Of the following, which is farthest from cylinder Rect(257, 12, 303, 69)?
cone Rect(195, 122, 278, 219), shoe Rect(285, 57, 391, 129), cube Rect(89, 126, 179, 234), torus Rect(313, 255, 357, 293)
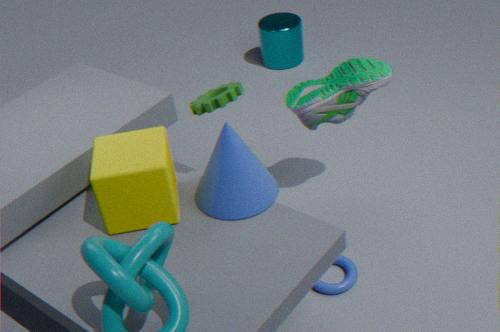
torus Rect(313, 255, 357, 293)
